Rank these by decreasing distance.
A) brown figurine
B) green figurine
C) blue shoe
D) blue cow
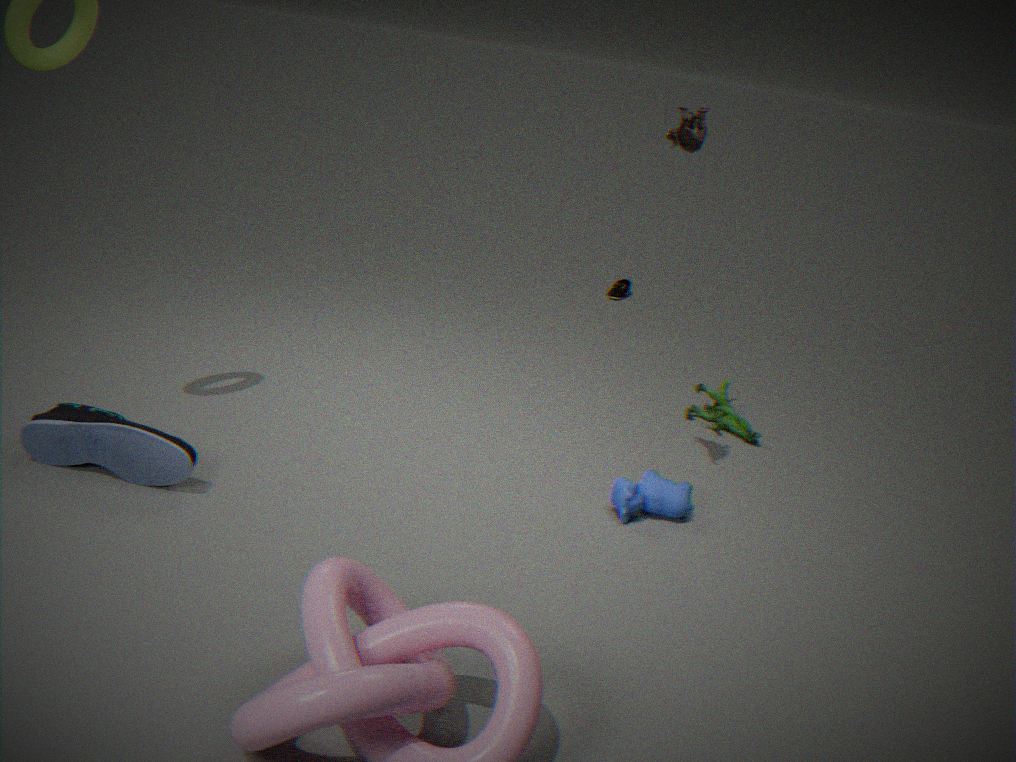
1. green figurine
2. blue cow
3. brown figurine
4. blue shoe
